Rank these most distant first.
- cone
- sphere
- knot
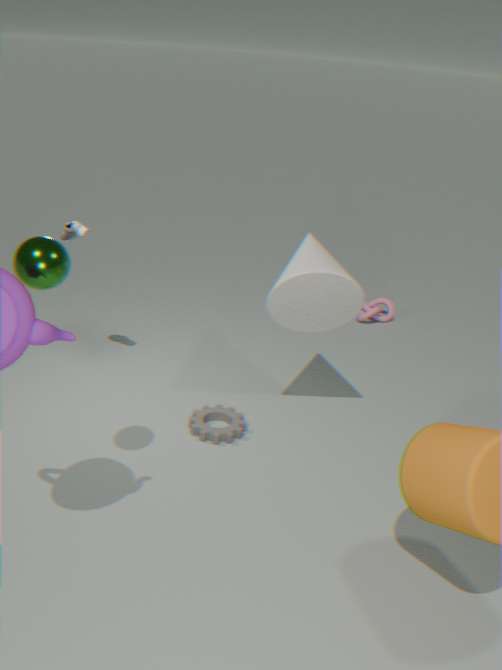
knot → cone → sphere
